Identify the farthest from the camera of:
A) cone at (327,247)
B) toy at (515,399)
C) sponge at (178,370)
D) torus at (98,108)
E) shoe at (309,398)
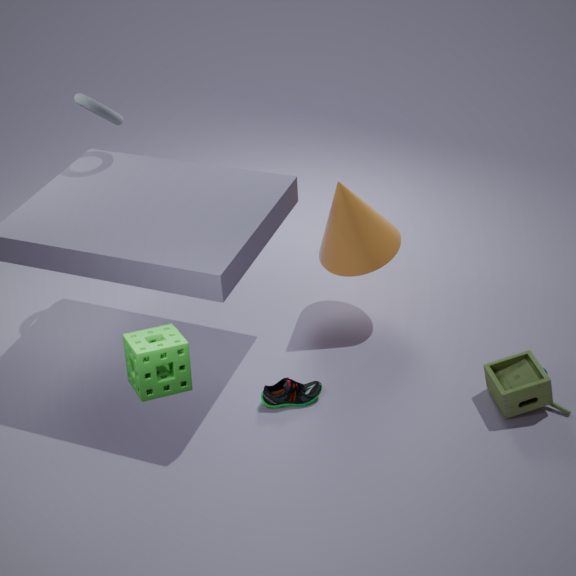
torus at (98,108)
